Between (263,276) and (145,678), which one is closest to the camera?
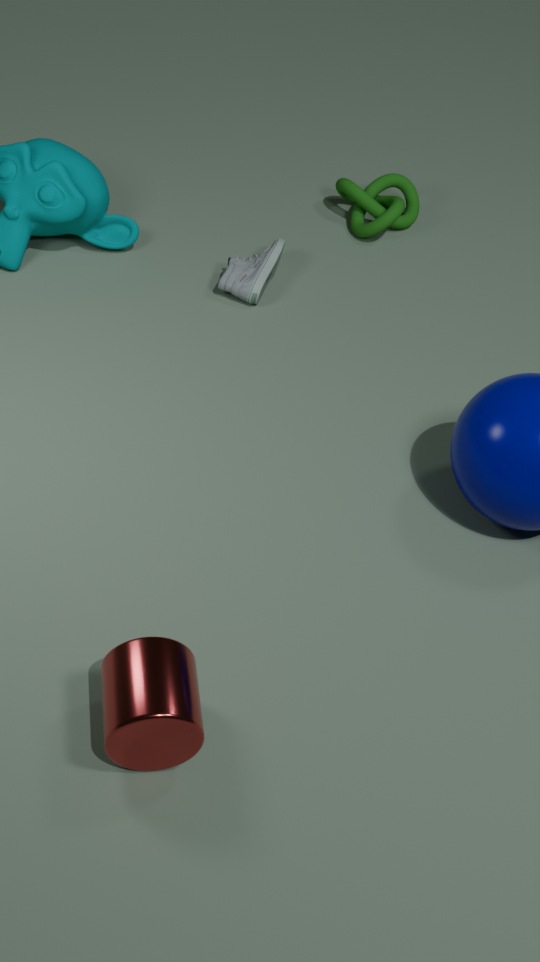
(145,678)
